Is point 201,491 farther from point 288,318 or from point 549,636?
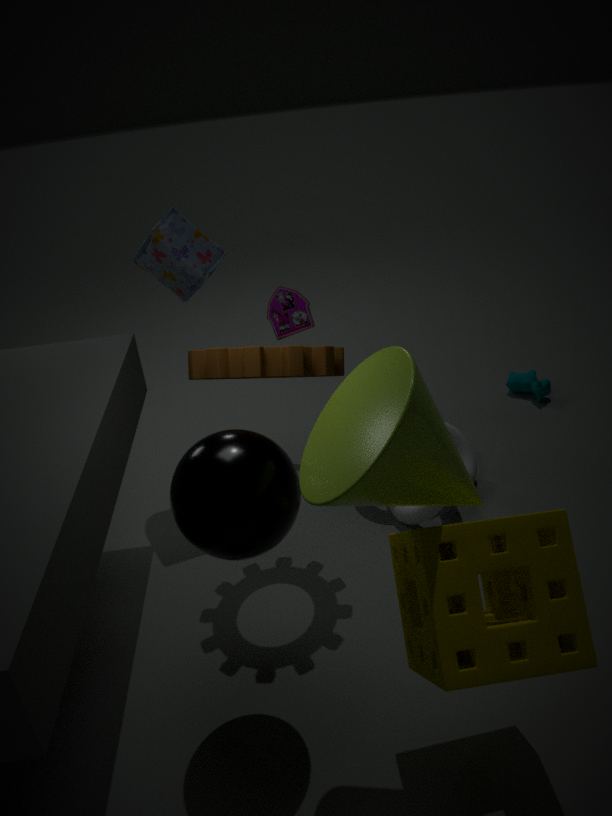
point 288,318
